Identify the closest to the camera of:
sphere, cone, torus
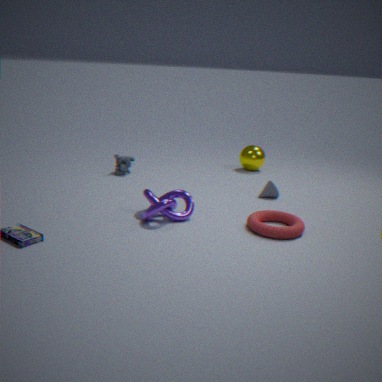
torus
